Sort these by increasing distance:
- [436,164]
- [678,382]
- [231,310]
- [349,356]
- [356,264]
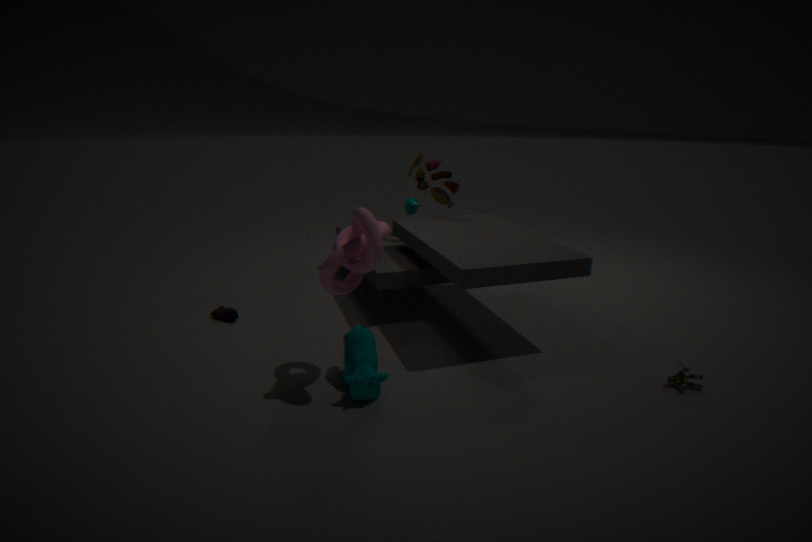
[356,264] < [349,356] < [678,382] < [231,310] < [436,164]
